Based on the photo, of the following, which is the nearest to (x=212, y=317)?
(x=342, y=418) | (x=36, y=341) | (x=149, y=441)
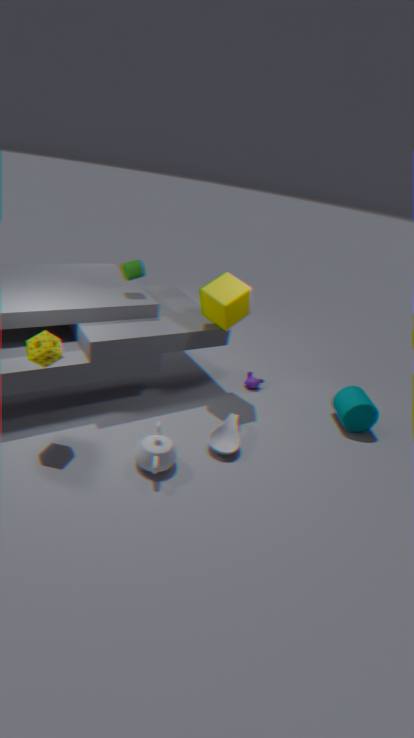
(x=149, y=441)
